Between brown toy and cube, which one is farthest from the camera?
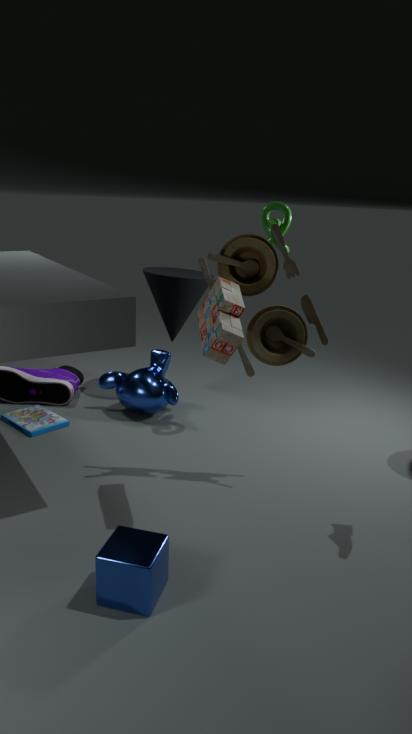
brown toy
